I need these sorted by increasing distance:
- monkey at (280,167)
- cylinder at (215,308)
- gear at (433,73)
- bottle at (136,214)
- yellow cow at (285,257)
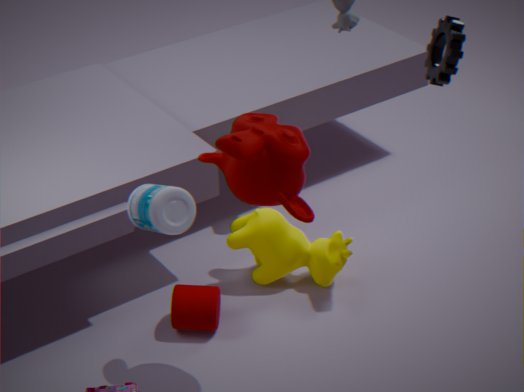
bottle at (136,214), monkey at (280,167), gear at (433,73), cylinder at (215,308), yellow cow at (285,257)
